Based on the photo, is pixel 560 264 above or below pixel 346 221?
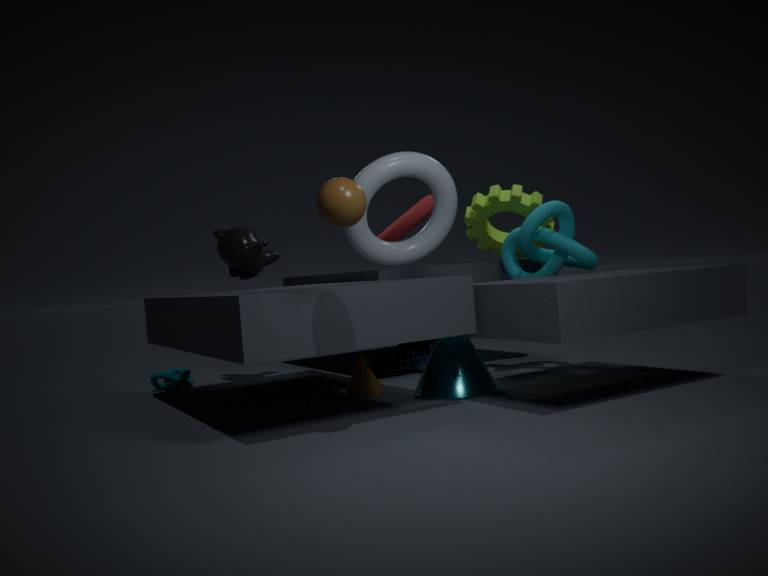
below
